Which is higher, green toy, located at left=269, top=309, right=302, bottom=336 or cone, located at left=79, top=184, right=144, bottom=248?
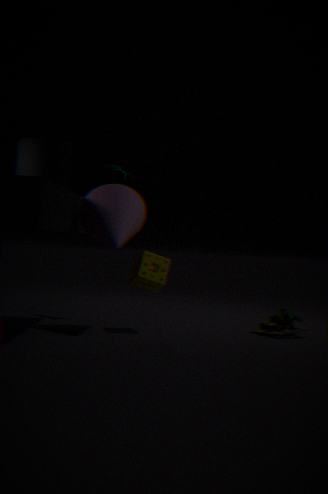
cone, located at left=79, top=184, right=144, bottom=248
